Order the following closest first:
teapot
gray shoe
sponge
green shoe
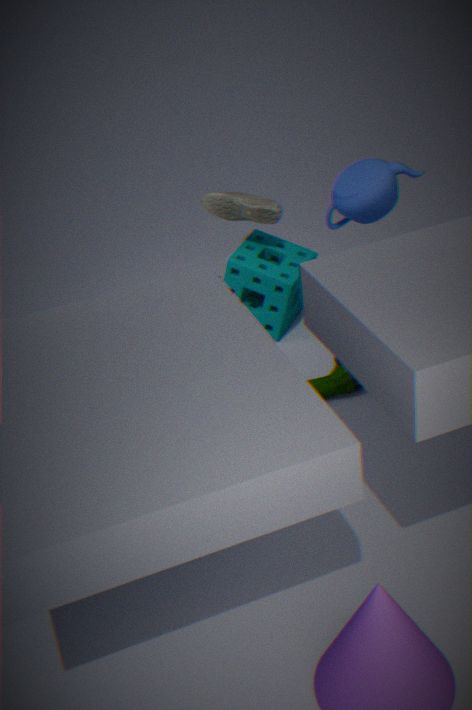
green shoe → teapot → gray shoe → sponge
